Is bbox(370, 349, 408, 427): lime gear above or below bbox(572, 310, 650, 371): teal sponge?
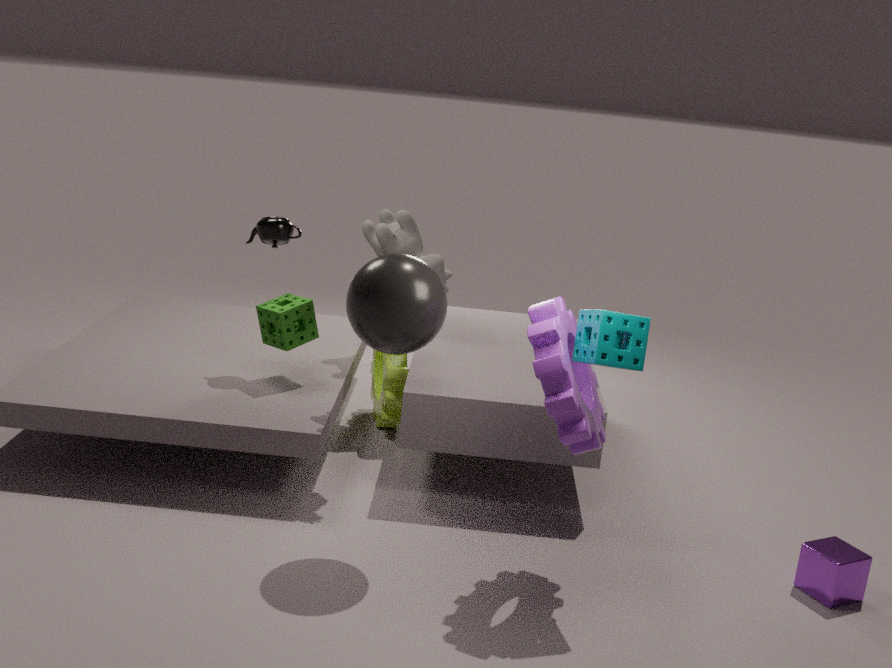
below
